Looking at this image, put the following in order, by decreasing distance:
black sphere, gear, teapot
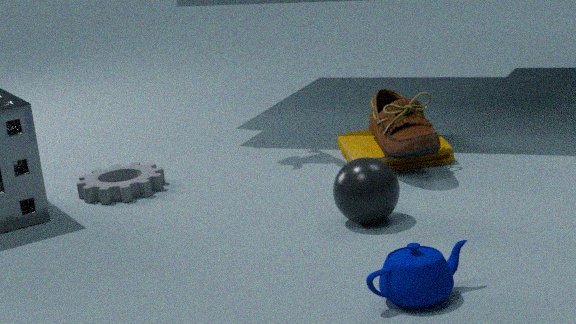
gear
black sphere
teapot
